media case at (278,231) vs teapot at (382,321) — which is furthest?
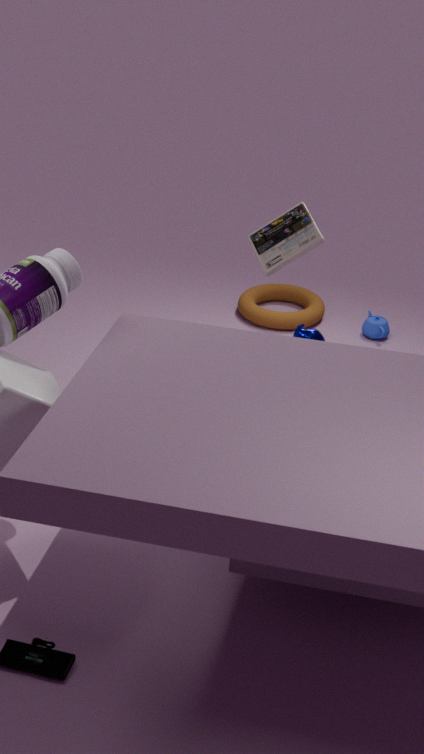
teapot at (382,321)
